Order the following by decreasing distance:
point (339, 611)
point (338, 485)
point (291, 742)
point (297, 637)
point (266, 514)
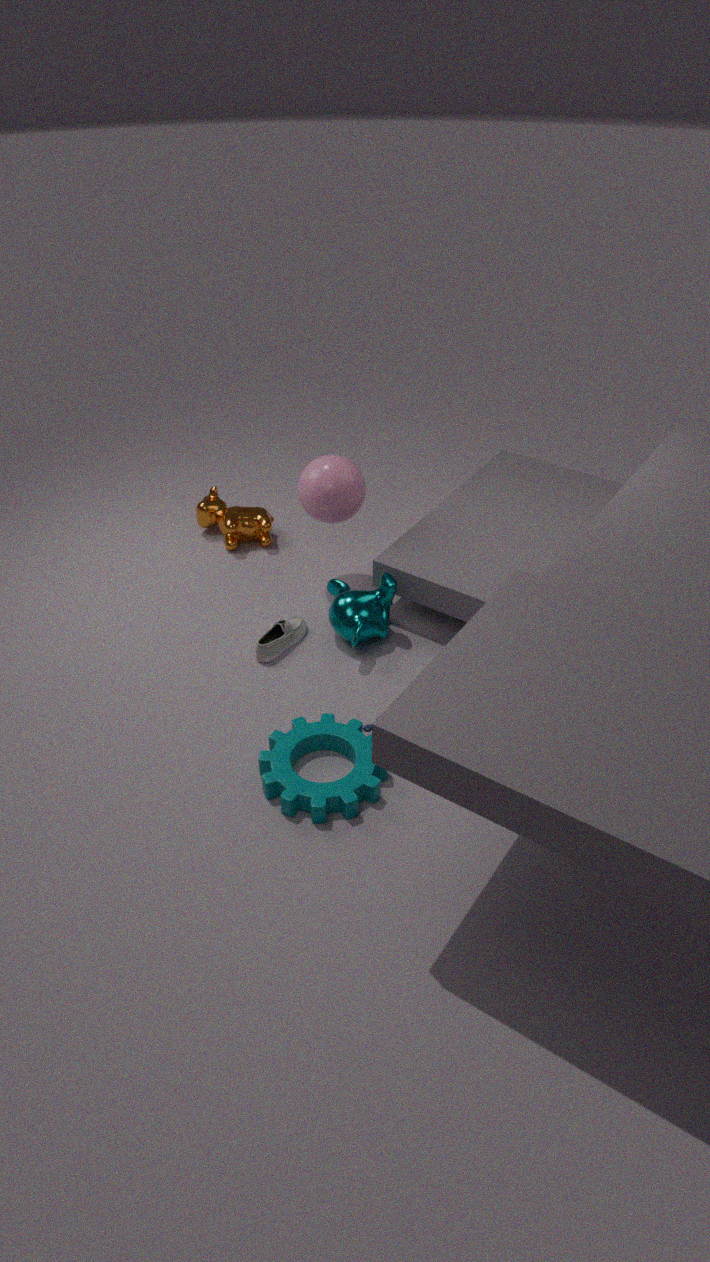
point (266, 514) → point (338, 485) → point (297, 637) → point (339, 611) → point (291, 742)
